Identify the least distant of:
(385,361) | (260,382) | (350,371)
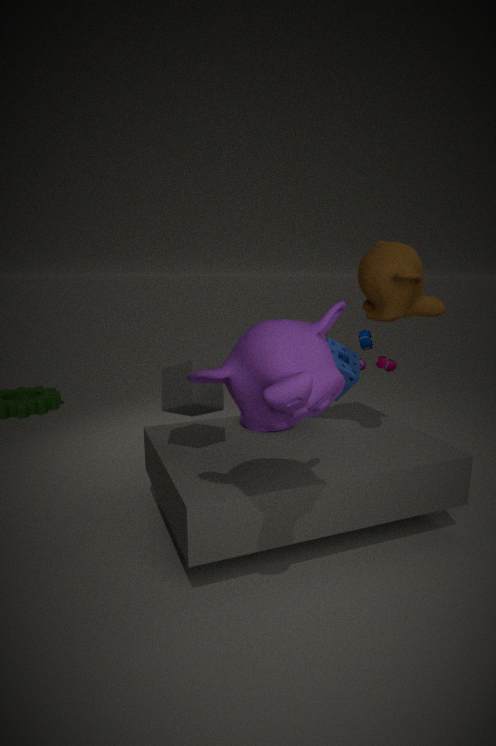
(260,382)
